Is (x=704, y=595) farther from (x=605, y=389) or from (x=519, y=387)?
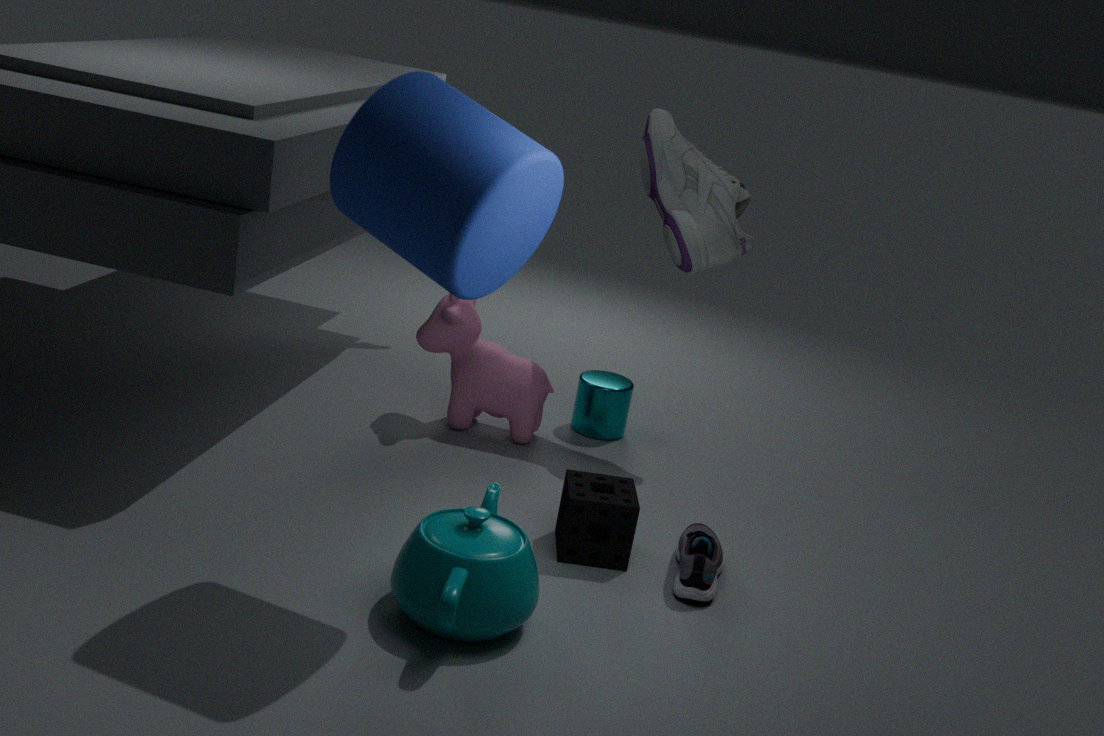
(x=519, y=387)
